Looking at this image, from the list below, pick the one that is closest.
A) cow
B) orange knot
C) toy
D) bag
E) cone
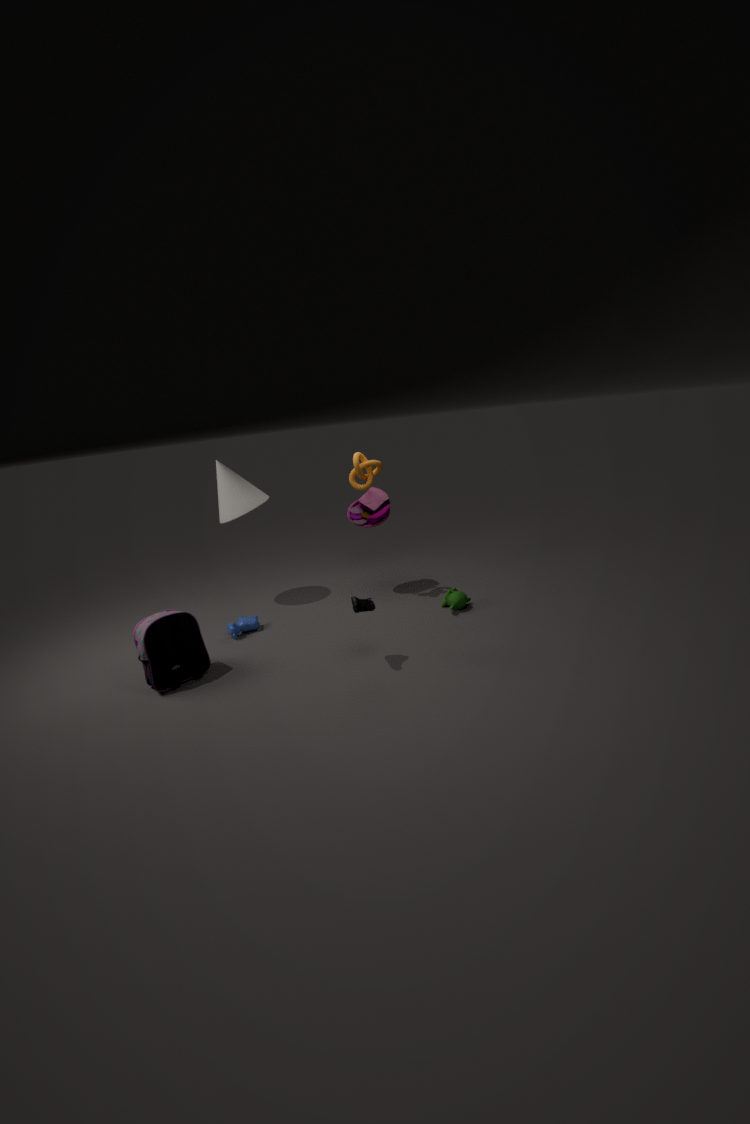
bag
